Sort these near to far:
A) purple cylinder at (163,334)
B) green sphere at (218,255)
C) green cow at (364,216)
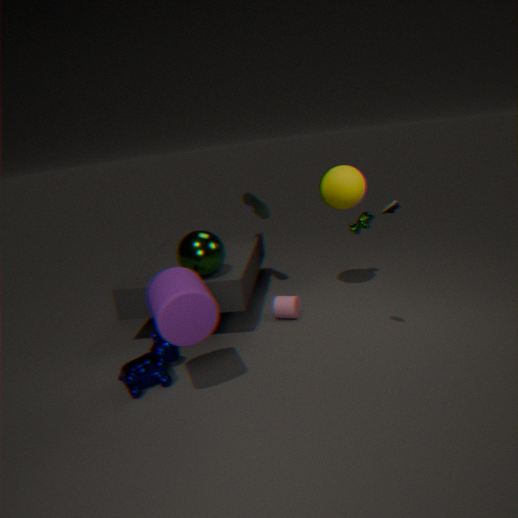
purple cylinder at (163,334) → green sphere at (218,255) → green cow at (364,216)
